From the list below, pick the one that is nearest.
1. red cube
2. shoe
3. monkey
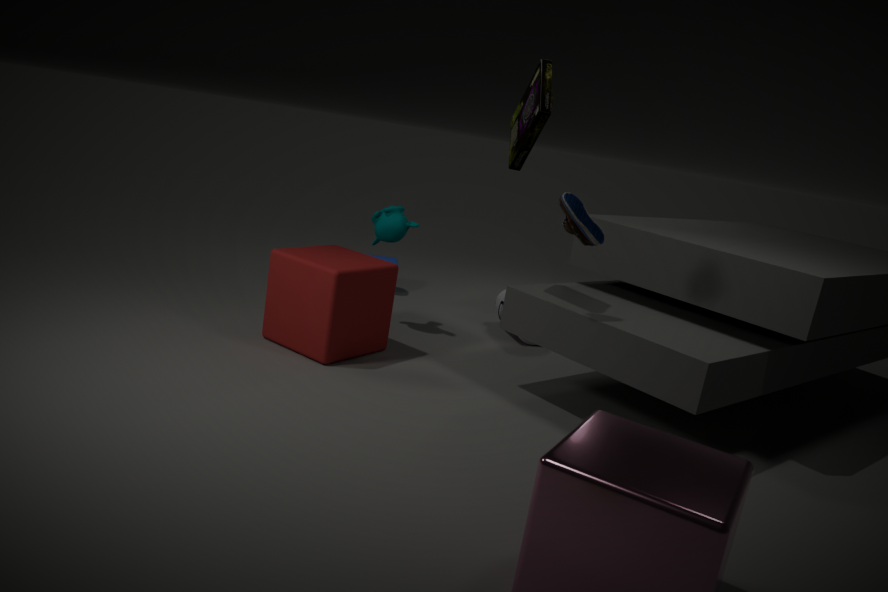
shoe
